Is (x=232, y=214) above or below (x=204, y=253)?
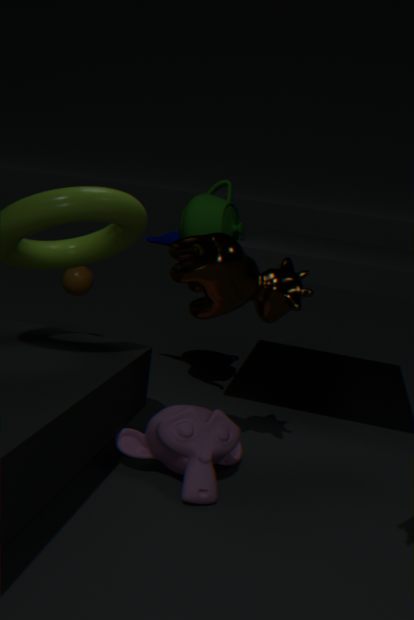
above
